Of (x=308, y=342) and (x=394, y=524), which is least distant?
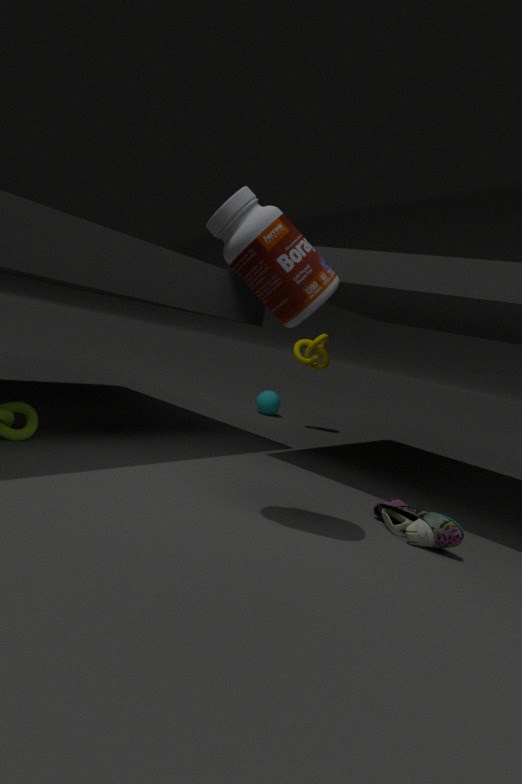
(x=394, y=524)
